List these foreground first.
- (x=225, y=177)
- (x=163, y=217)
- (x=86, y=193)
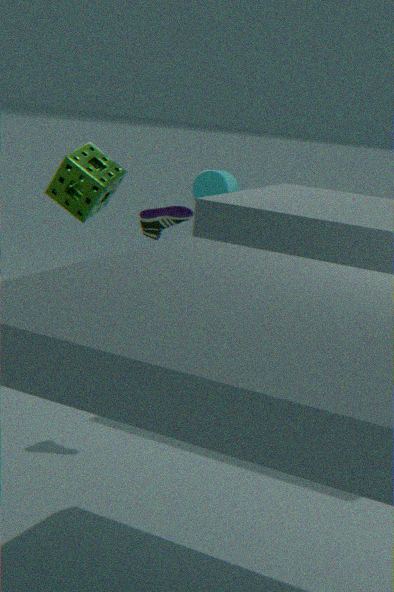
1. (x=86, y=193)
2. (x=163, y=217)
3. (x=225, y=177)
